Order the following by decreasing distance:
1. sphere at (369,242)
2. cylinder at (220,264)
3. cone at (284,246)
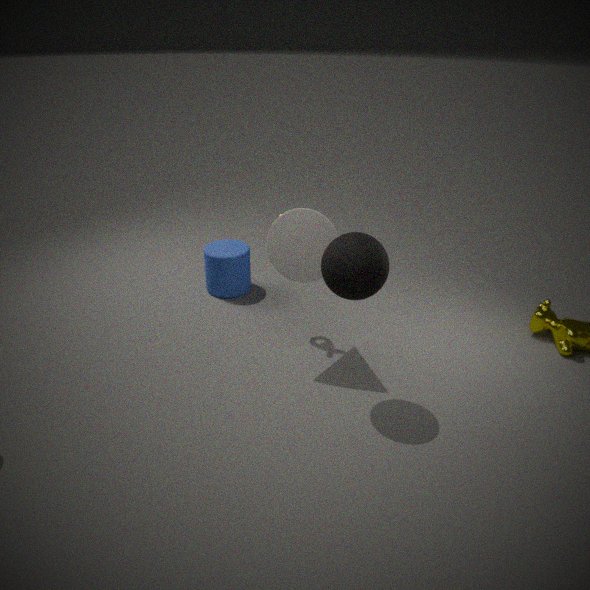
cylinder at (220,264), cone at (284,246), sphere at (369,242)
